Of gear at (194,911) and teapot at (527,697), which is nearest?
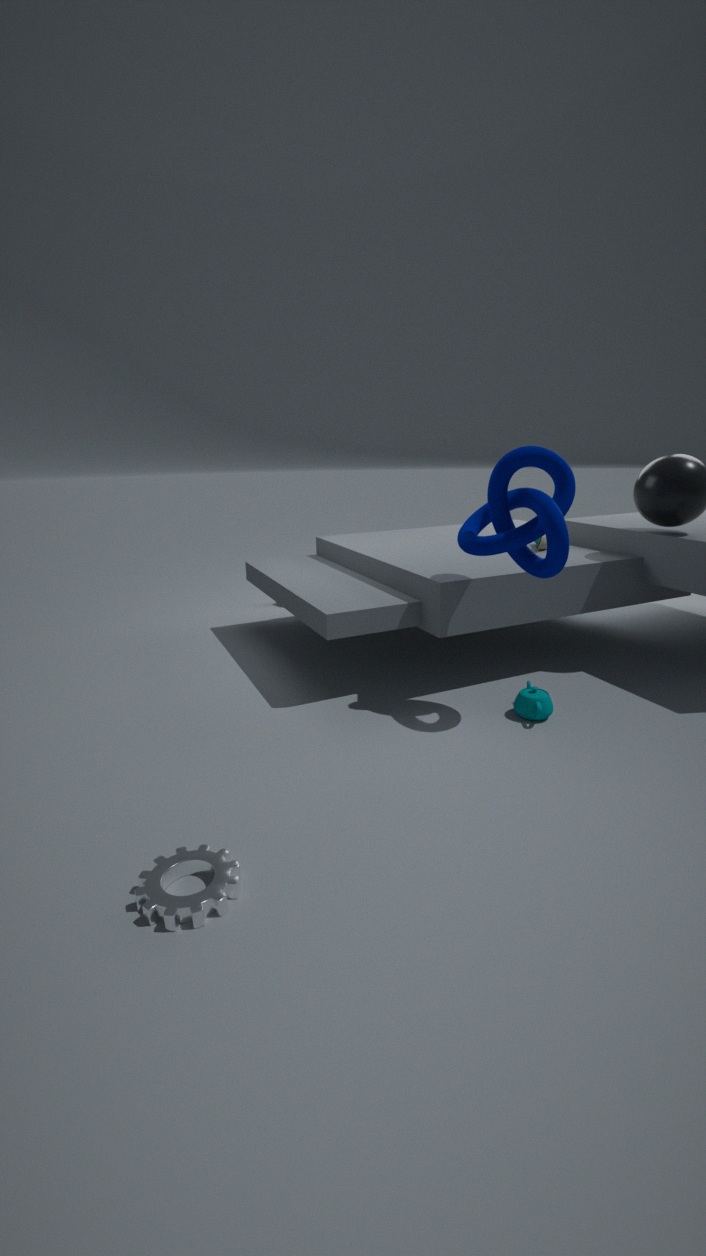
gear at (194,911)
